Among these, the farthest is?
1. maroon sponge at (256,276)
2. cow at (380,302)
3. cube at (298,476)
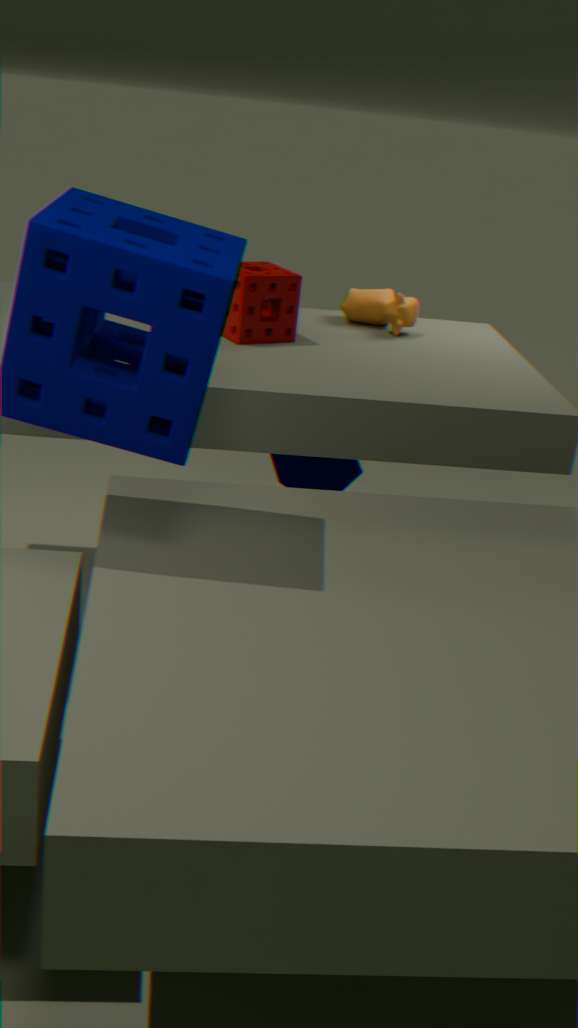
cube at (298,476)
